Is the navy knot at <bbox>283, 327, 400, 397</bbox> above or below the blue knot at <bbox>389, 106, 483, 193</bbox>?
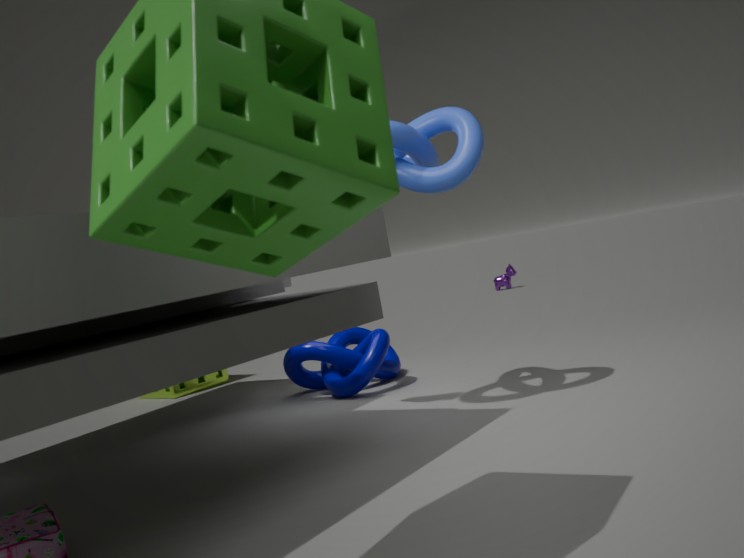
below
